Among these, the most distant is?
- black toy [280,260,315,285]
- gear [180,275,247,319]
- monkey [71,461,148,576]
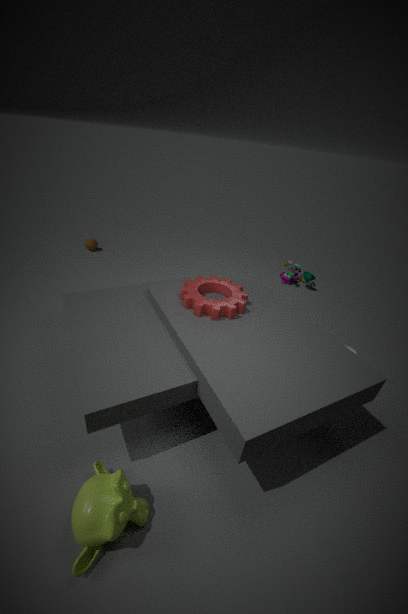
black toy [280,260,315,285]
